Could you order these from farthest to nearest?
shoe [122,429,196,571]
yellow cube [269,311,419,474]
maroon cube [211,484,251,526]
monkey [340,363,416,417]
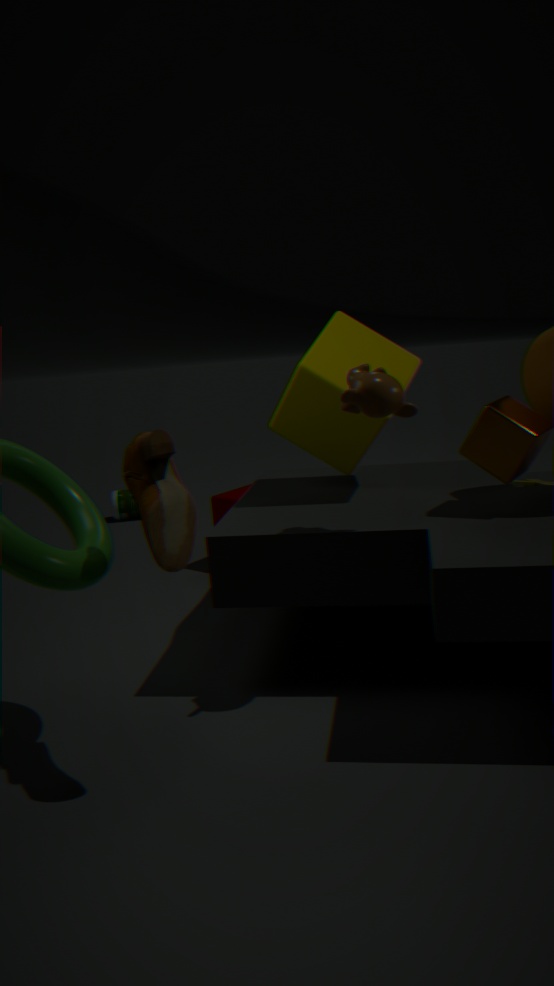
maroon cube [211,484,251,526]
yellow cube [269,311,419,474]
monkey [340,363,416,417]
shoe [122,429,196,571]
